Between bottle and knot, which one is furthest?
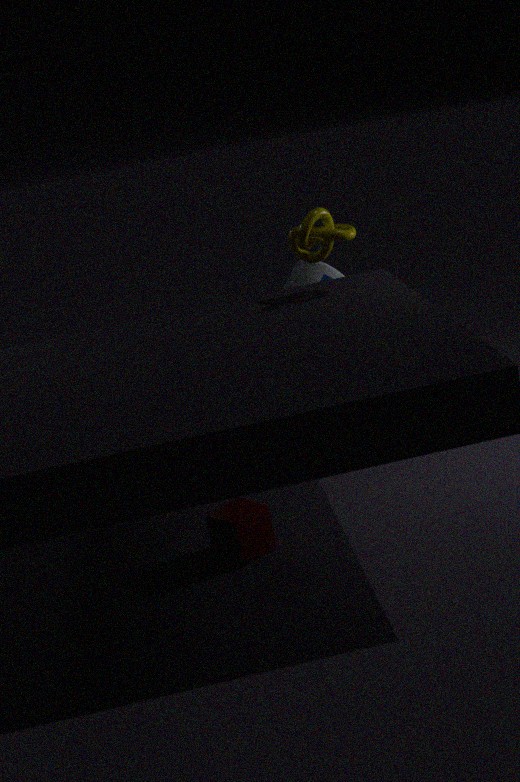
bottle
